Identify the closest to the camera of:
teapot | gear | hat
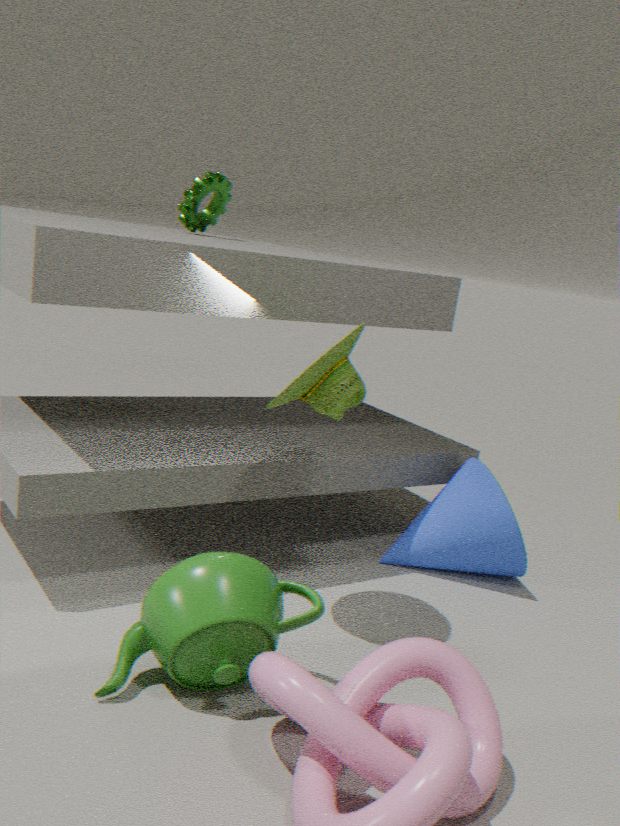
teapot
